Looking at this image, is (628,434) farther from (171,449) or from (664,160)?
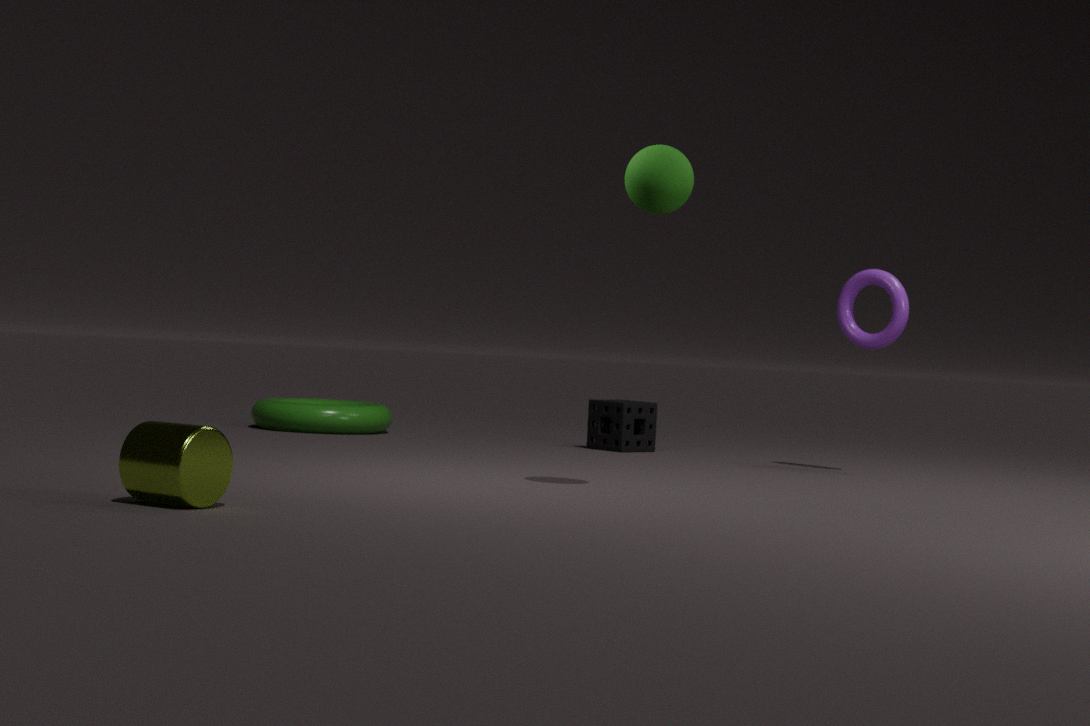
(171,449)
